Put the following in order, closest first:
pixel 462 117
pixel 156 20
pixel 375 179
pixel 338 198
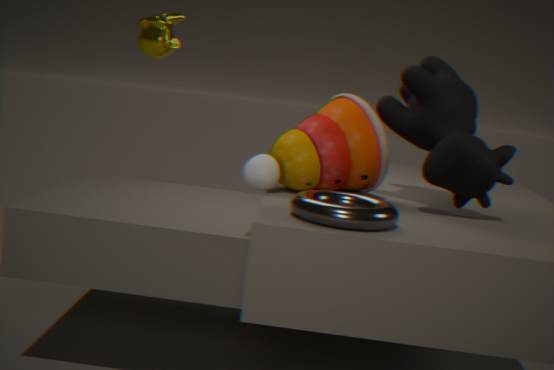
pixel 338 198, pixel 462 117, pixel 375 179, pixel 156 20
